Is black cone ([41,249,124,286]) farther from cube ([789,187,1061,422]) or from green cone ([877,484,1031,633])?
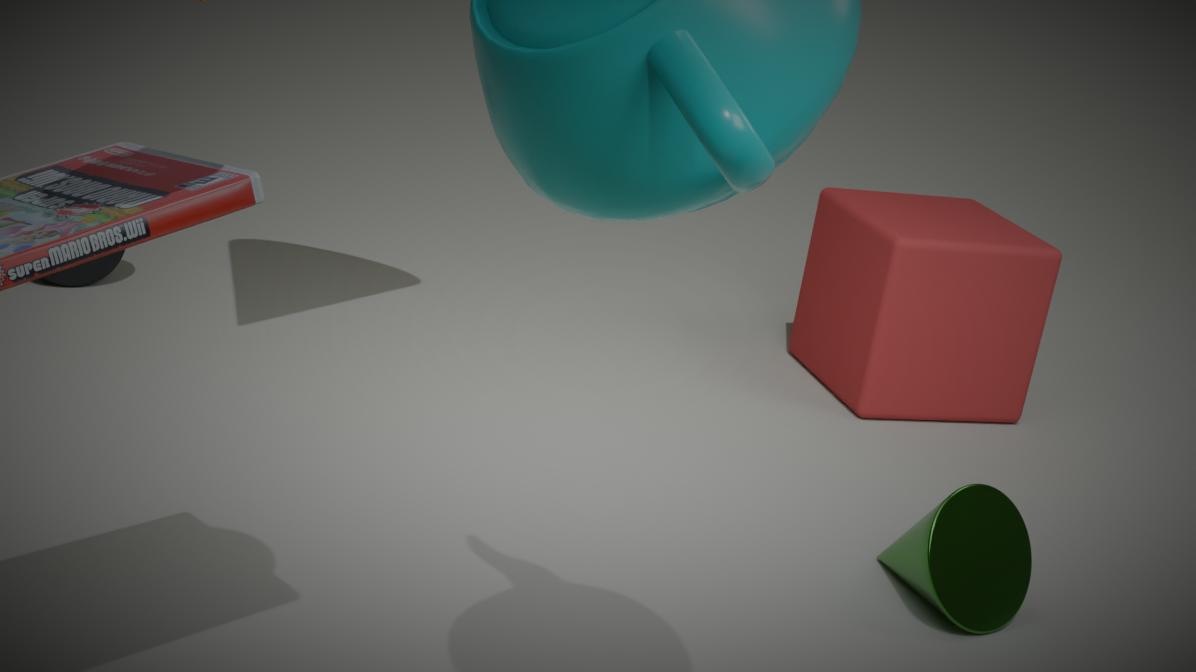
green cone ([877,484,1031,633])
